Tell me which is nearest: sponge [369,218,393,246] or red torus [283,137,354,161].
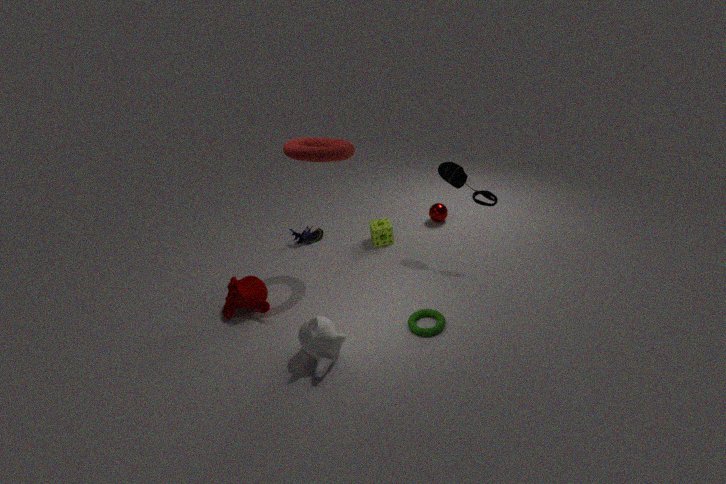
red torus [283,137,354,161]
